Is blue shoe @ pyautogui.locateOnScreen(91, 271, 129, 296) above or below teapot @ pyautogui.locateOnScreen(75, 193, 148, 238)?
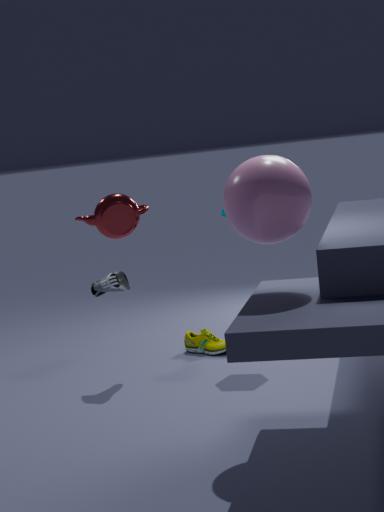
below
